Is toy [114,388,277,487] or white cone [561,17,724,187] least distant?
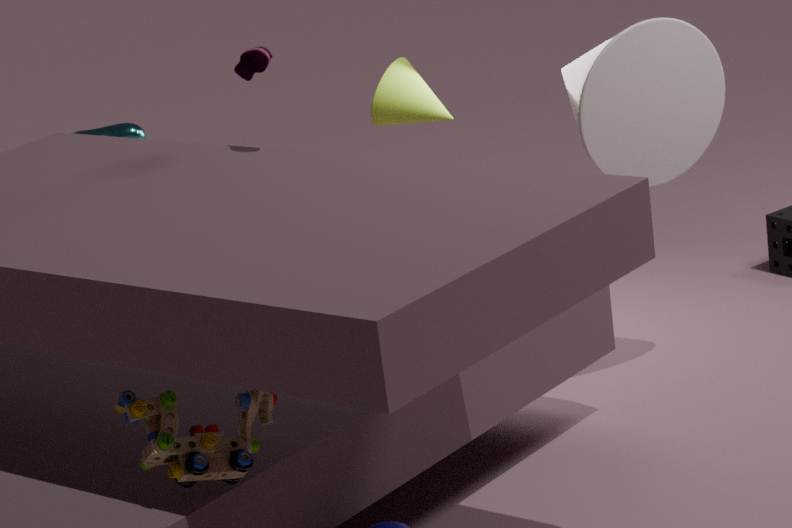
toy [114,388,277,487]
